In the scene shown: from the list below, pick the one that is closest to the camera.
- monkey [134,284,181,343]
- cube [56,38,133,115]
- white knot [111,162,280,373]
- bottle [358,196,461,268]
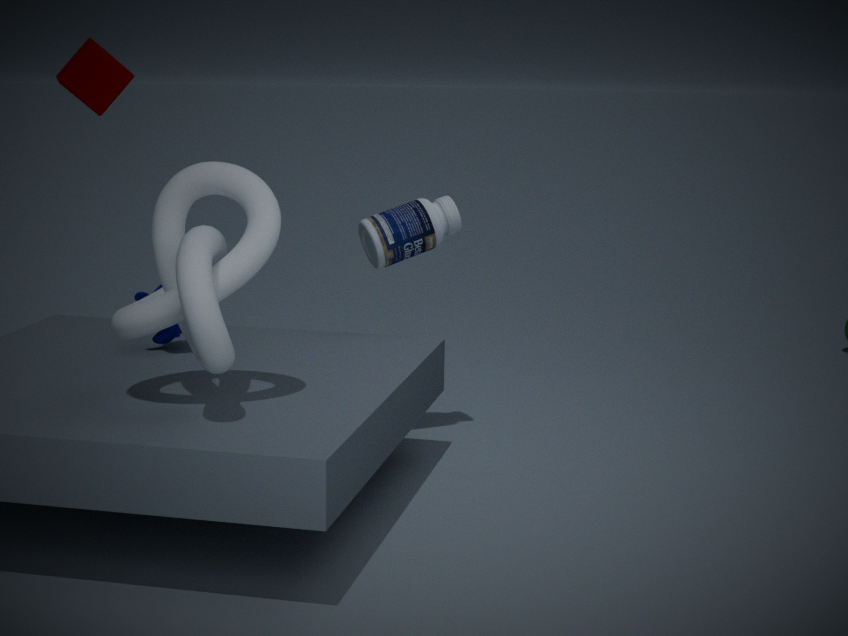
white knot [111,162,280,373]
